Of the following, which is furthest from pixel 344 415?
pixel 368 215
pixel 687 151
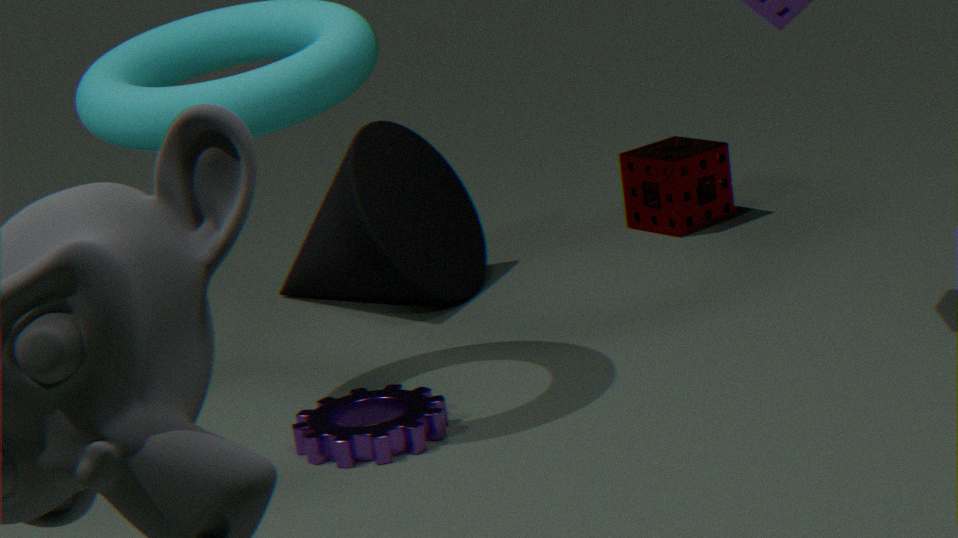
pixel 687 151
